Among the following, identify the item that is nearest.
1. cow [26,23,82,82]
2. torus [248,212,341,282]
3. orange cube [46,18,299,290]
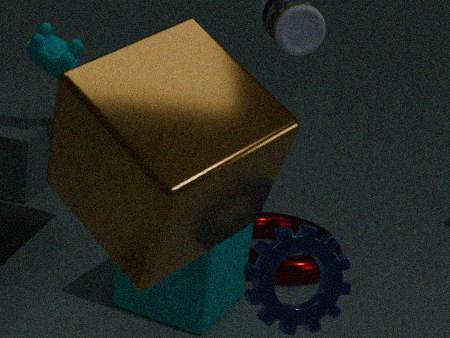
orange cube [46,18,299,290]
